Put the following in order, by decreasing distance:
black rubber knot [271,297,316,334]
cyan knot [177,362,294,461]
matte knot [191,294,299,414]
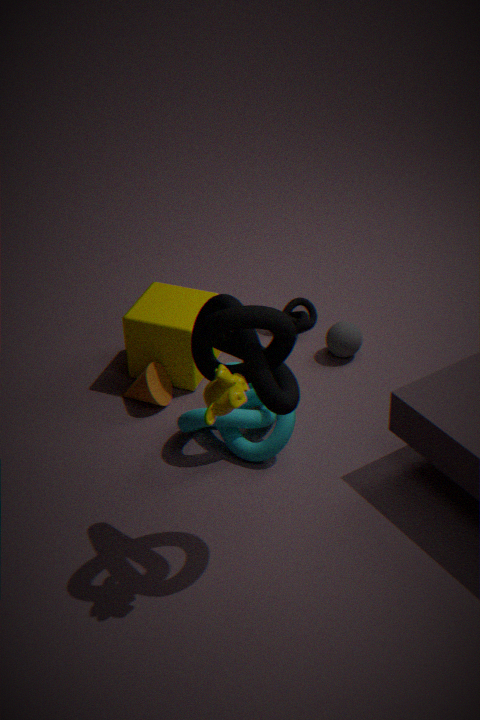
black rubber knot [271,297,316,334] < cyan knot [177,362,294,461] < matte knot [191,294,299,414]
